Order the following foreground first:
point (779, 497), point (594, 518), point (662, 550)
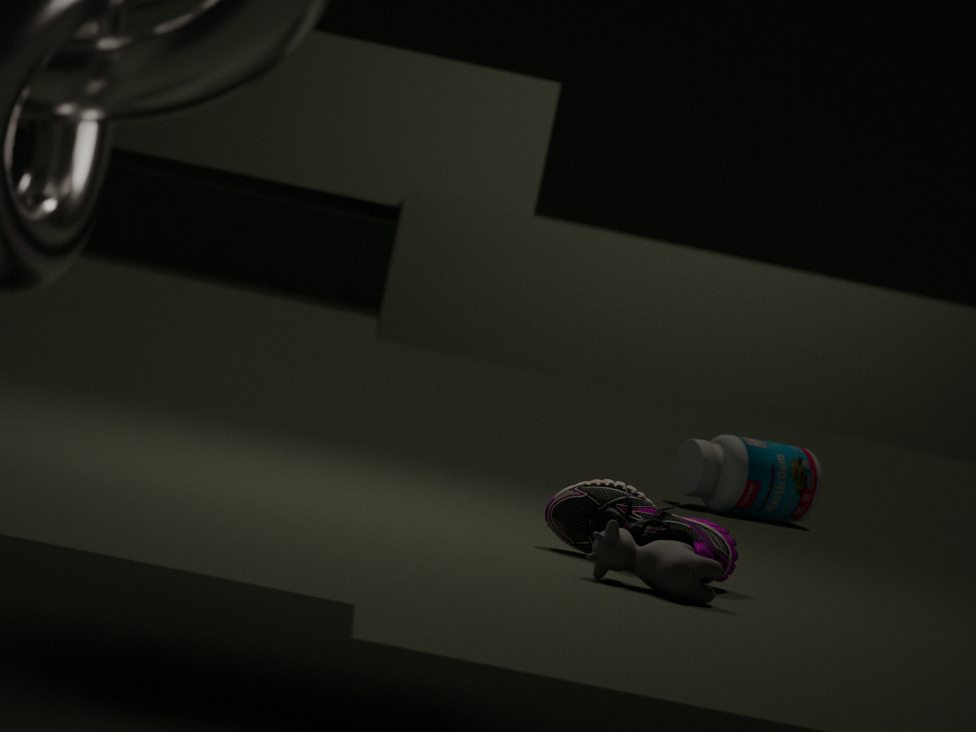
point (662, 550)
point (594, 518)
point (779, 497)
